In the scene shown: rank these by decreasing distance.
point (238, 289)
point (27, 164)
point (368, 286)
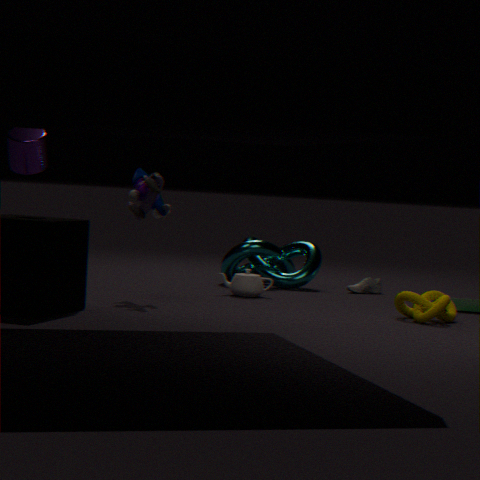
point (368, 286) → point (238, 289) → point (27, 164)
